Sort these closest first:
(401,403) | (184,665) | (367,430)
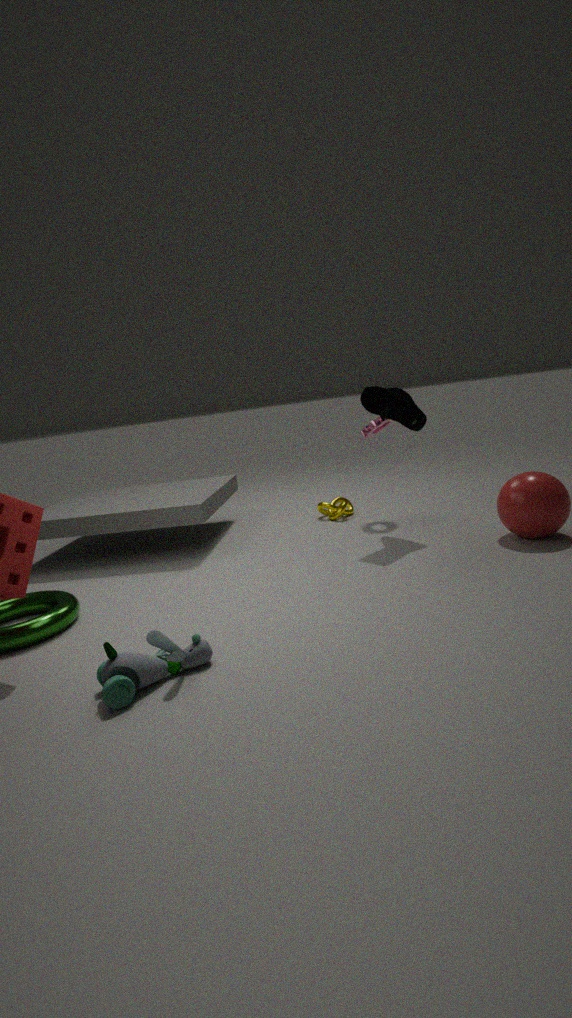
(184,665), (401,403), (367,430)
